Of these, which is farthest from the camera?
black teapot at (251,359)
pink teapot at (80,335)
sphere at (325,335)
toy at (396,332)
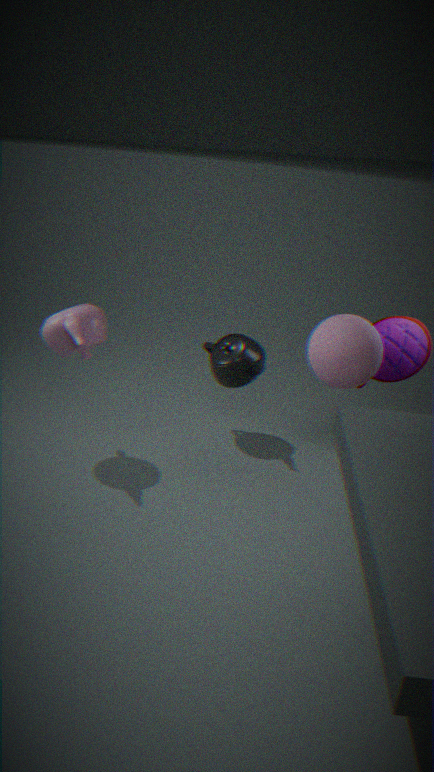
black teapot at (251,359)
